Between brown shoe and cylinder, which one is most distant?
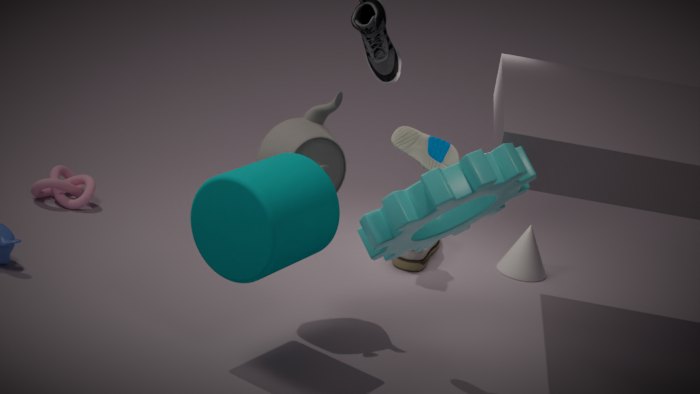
brown shoe
